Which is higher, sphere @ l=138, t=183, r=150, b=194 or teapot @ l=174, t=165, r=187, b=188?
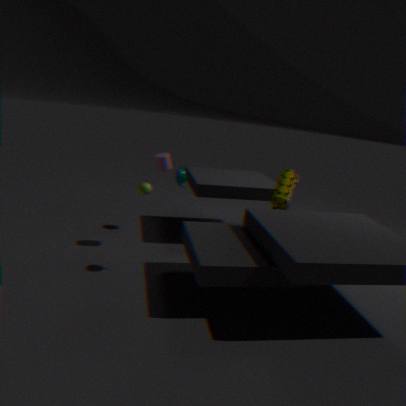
teapot @ l=174, t=165, r=187, b=188
